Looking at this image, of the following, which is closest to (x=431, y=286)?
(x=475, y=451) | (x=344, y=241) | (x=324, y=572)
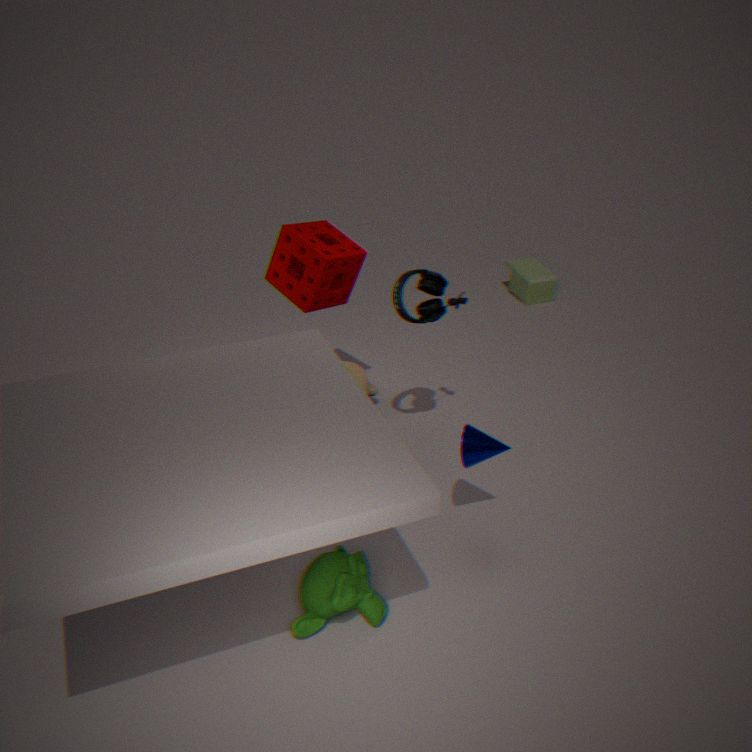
(x=344, y=241)
